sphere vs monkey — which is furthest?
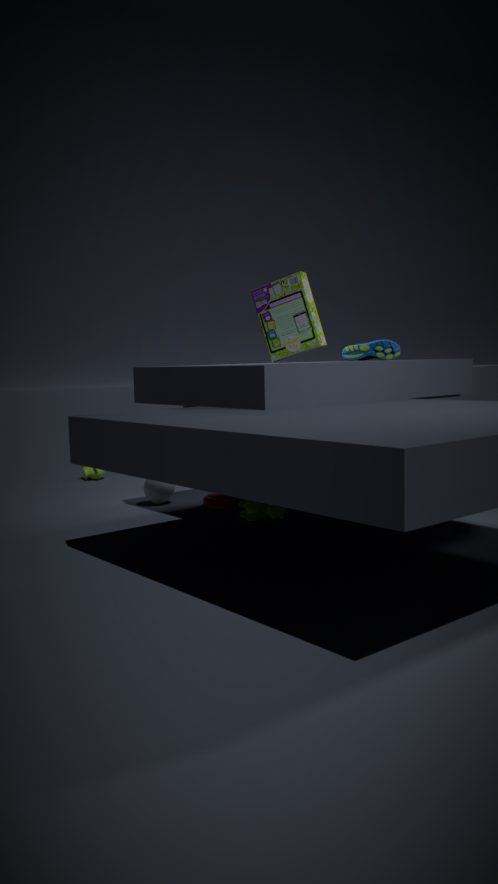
monkey
